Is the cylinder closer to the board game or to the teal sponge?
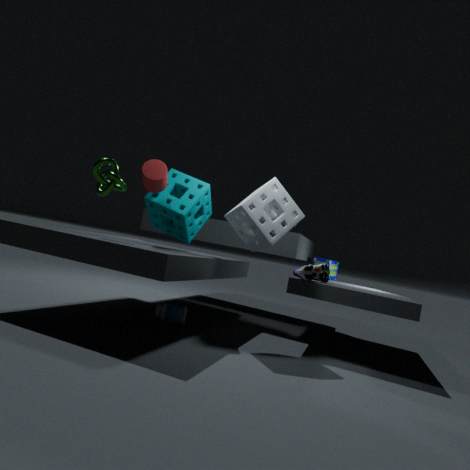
the teal sponge
